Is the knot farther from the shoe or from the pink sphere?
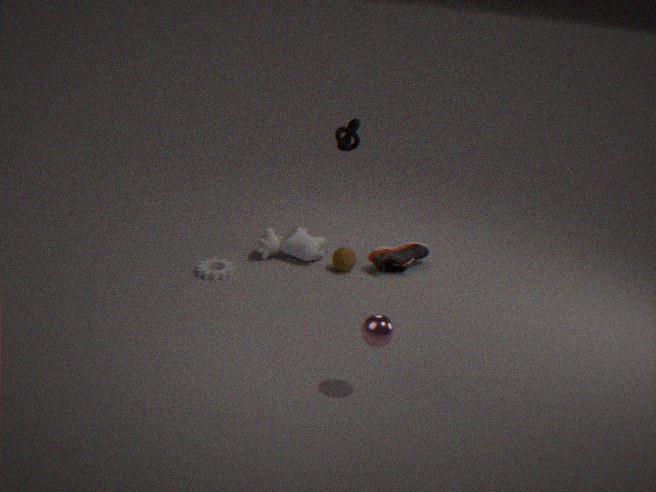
the pink sphere
